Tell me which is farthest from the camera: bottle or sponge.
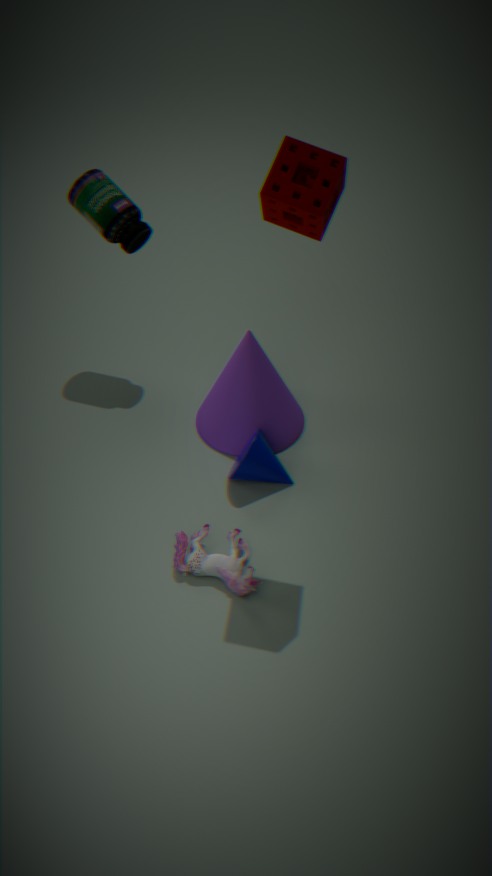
bottle
